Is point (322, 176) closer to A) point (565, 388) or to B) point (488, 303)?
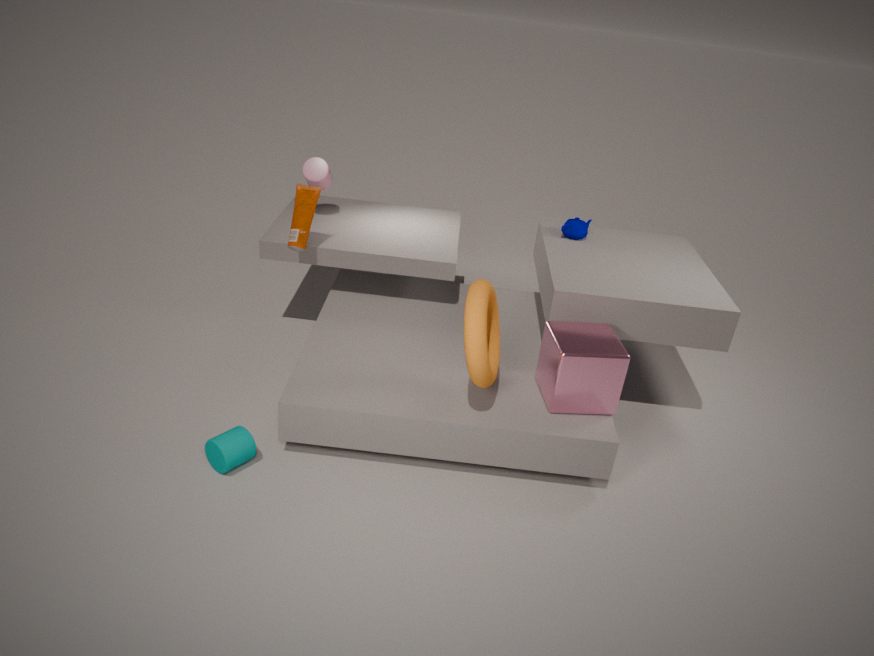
B) point (488, 303)
